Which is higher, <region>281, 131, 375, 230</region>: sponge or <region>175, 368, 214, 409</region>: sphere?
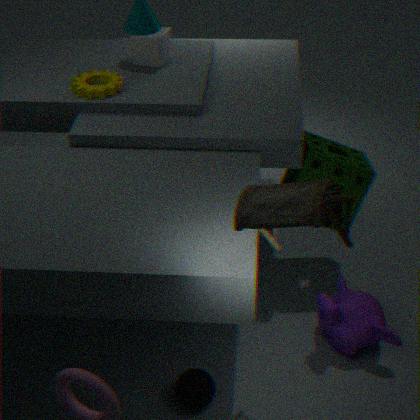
<region>281, 131, 375, 230</region>: sponge
